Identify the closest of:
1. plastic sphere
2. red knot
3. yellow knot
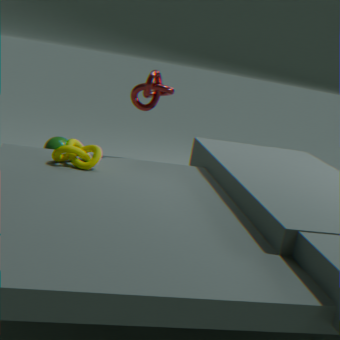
yellow knot
